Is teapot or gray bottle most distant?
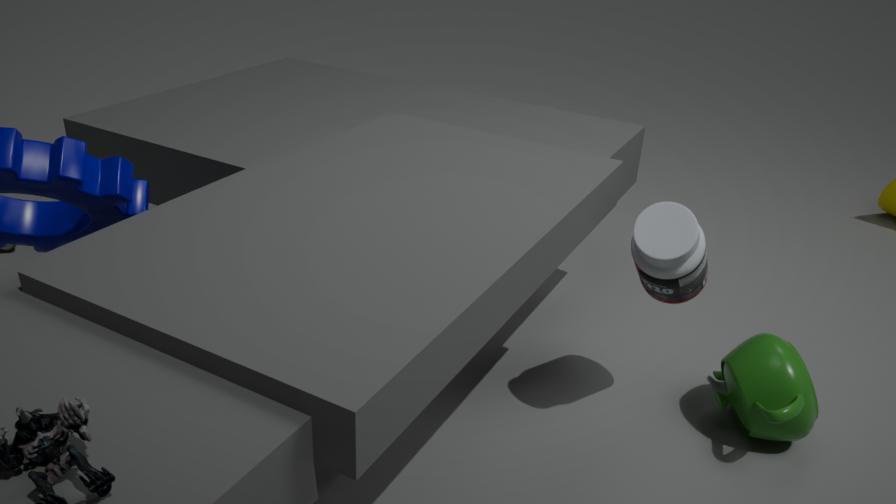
teapot
